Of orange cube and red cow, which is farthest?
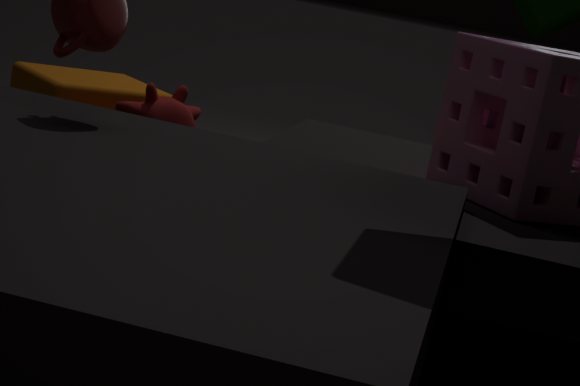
orange cube
